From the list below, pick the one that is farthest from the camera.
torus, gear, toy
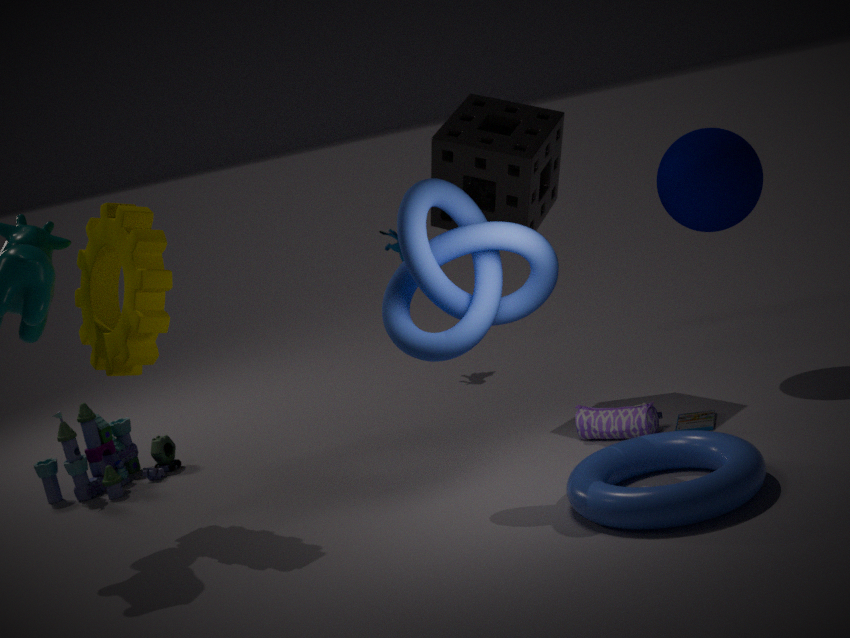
toy
